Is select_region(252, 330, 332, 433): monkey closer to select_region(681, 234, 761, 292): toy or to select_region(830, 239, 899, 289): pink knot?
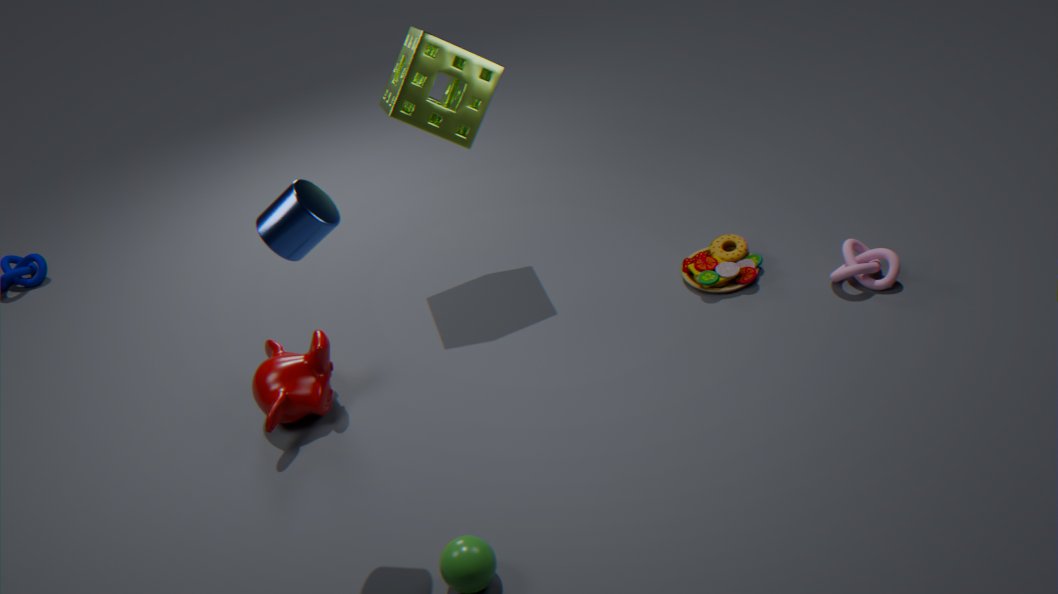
select_region(681, 234, 761, 292): toy
